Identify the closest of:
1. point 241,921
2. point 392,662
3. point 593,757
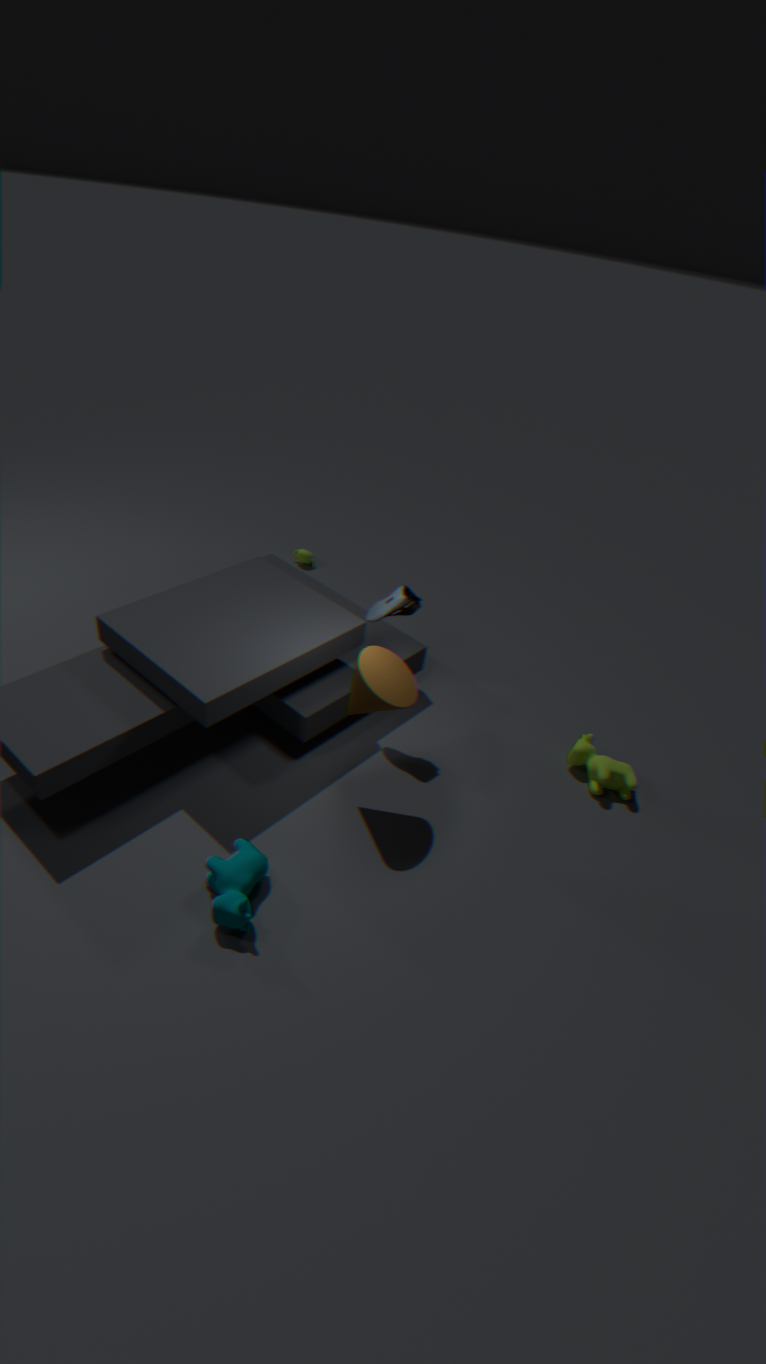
point 241,921
